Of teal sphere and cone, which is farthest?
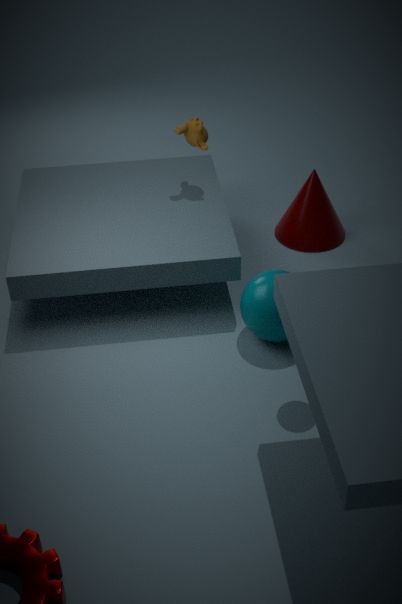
cone
